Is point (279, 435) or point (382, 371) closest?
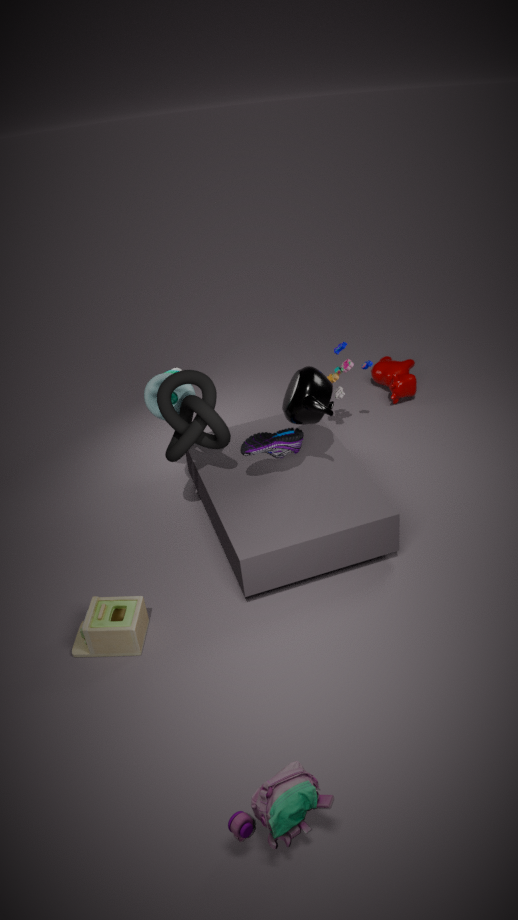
point (279, 435)
